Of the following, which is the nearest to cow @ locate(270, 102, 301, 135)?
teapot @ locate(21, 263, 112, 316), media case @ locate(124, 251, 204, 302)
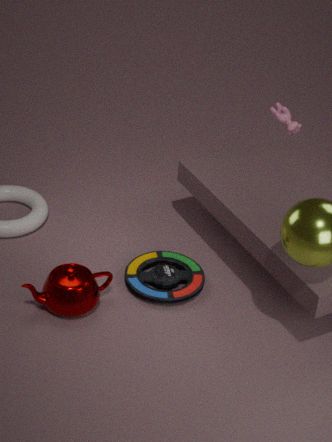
media case @ locate(124, 251, 204, 302)
